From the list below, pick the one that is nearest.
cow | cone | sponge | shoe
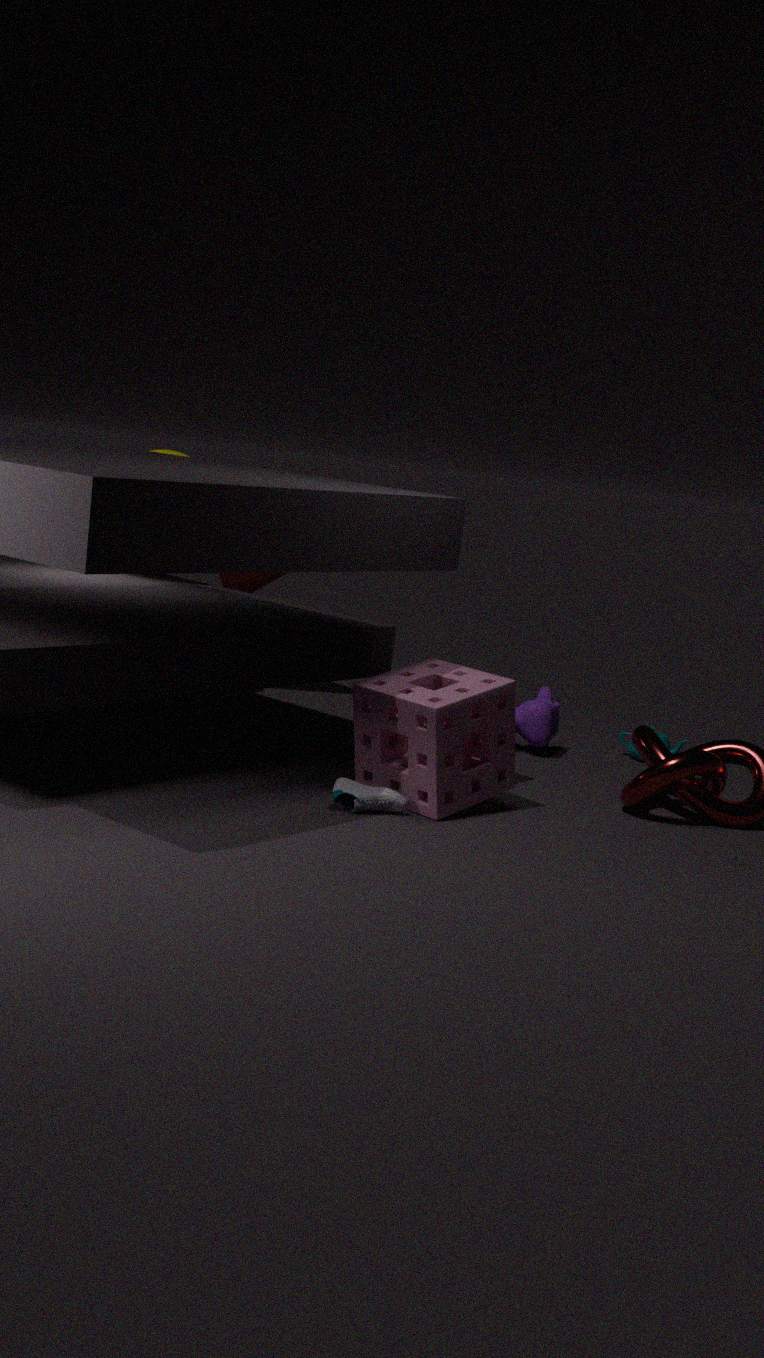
sponge
